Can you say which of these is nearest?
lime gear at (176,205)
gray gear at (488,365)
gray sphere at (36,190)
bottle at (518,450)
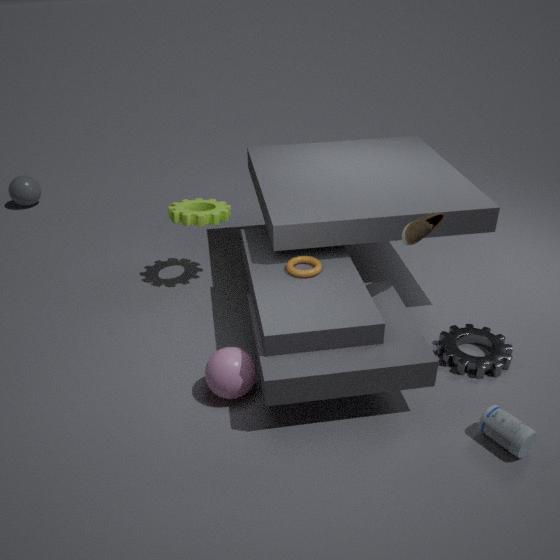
bottle at (518,450)
